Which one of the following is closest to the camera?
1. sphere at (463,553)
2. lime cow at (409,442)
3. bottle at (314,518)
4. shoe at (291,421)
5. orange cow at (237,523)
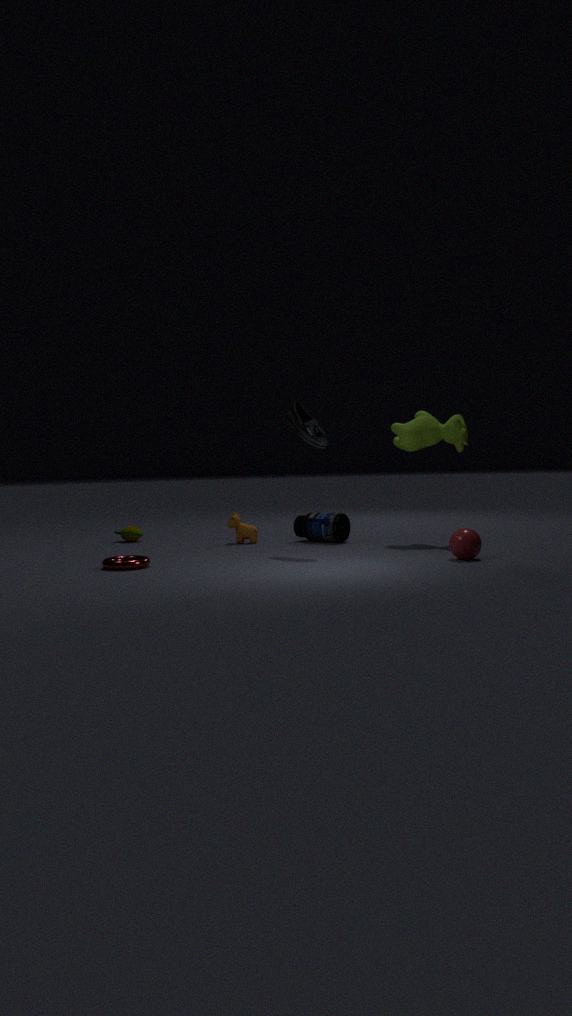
sphere at (463,553)
